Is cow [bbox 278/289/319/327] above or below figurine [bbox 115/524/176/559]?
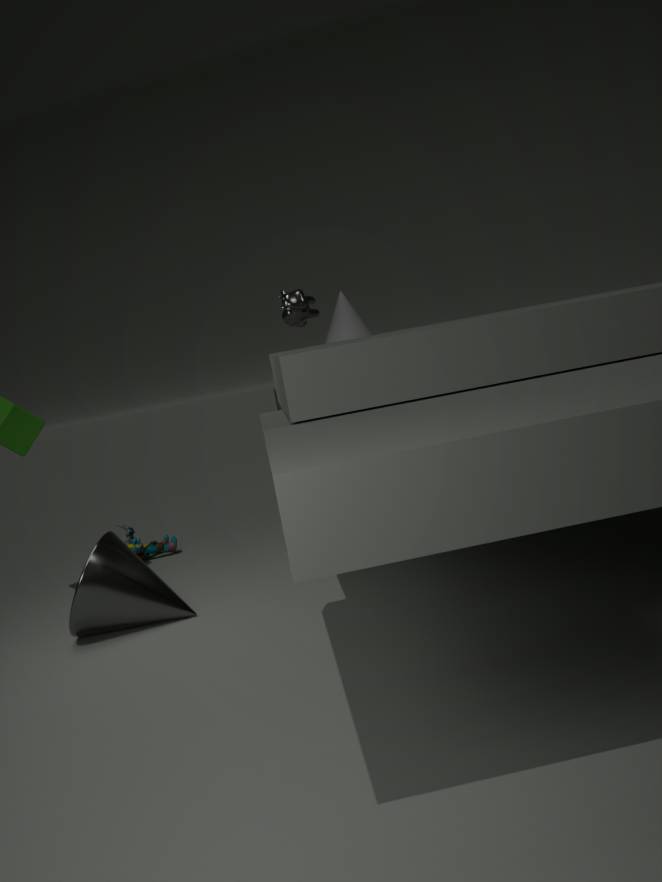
above
